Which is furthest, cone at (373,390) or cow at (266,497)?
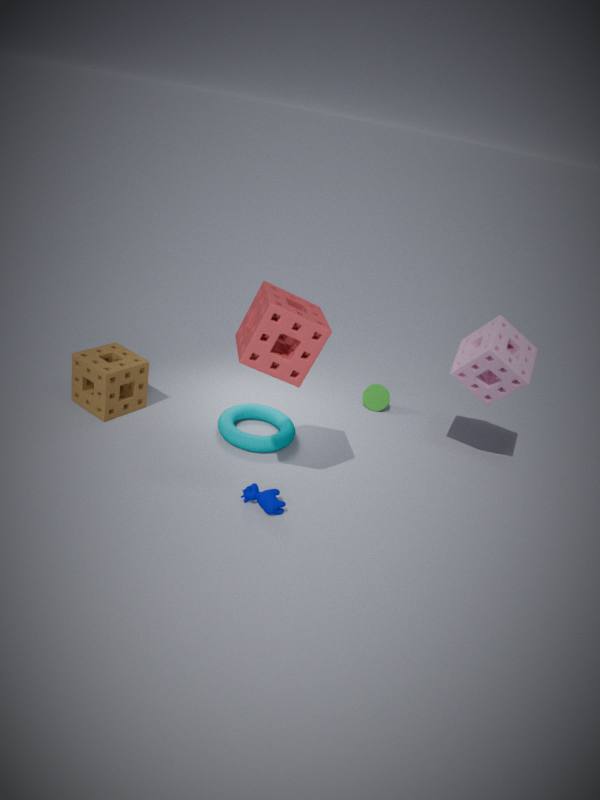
cone at (373,390)
